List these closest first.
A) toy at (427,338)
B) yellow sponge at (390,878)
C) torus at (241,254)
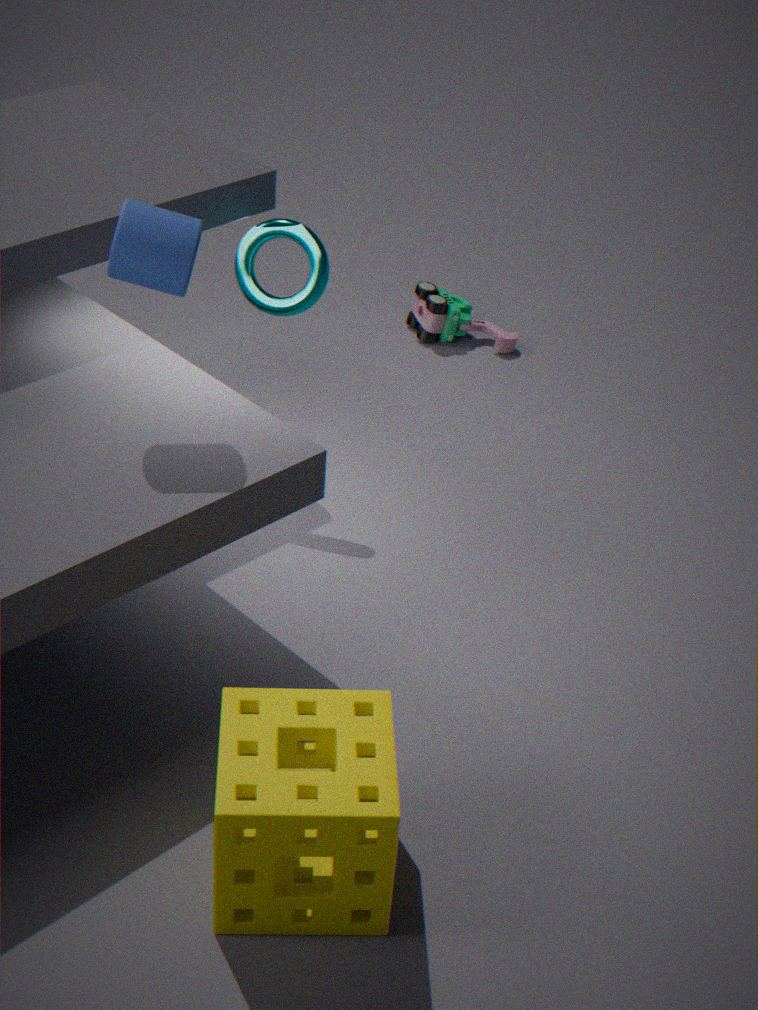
yellow sponge at (390,878), torus at (241,254), toy at (427,338)
